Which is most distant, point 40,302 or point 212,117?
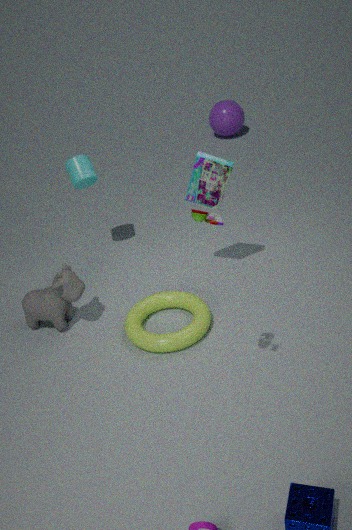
point 212,117
